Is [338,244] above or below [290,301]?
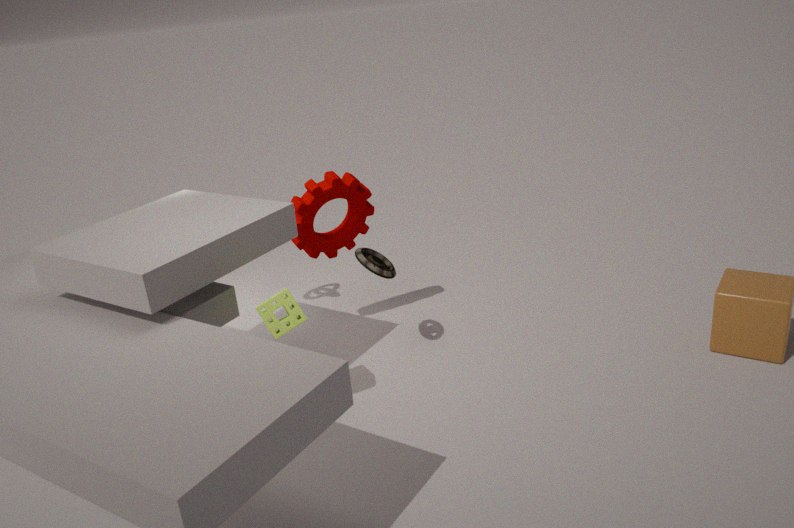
above
